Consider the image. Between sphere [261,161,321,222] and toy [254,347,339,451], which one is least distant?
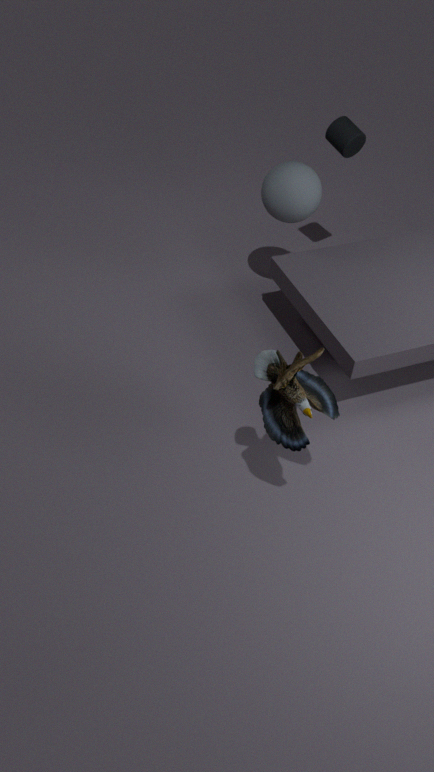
toy [254,347,339,451]
